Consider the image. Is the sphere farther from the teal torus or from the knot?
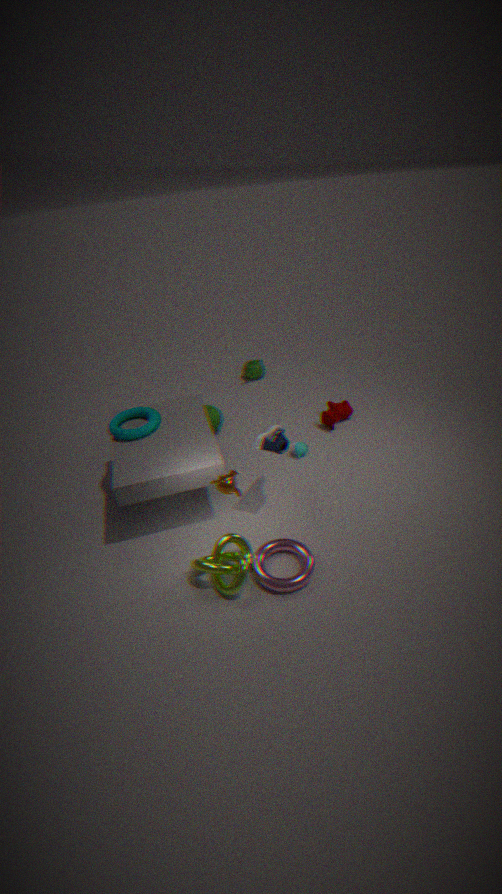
the knot
